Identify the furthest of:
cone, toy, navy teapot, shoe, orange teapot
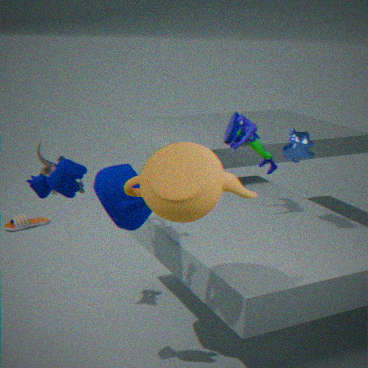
shoe
